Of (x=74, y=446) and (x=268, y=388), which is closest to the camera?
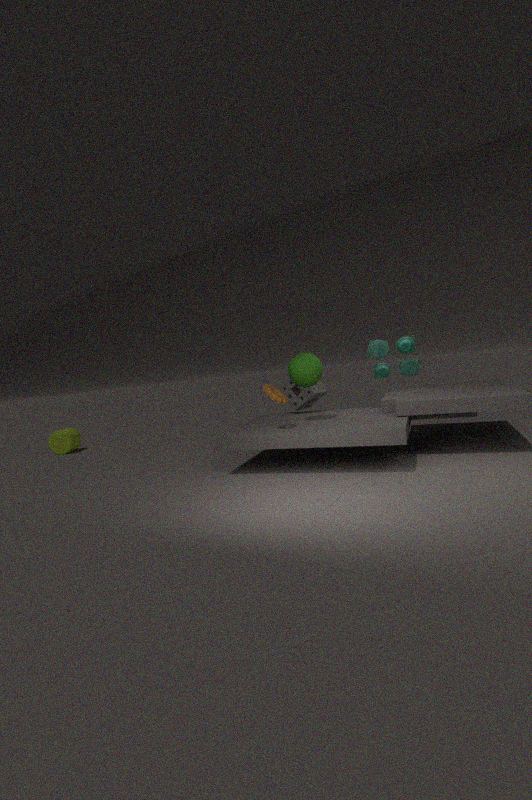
(x=268, y=388)
